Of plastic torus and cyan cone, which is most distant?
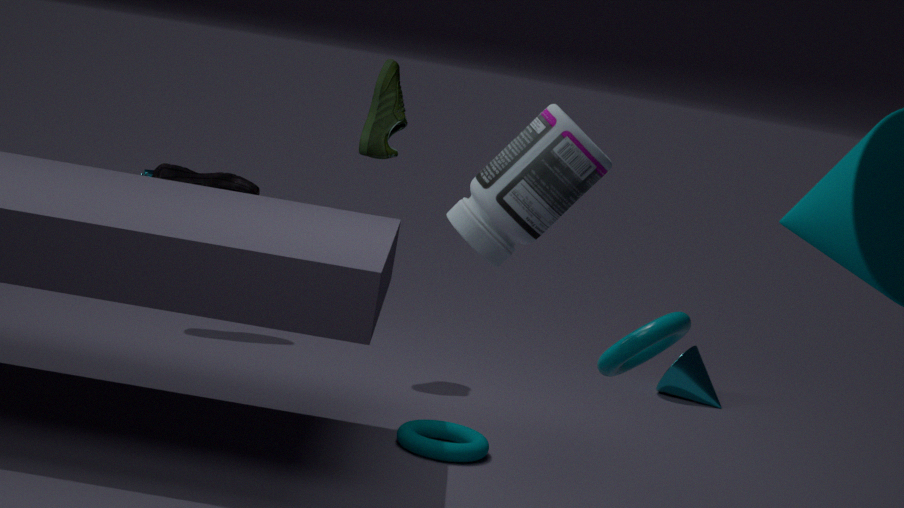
cyan cone
